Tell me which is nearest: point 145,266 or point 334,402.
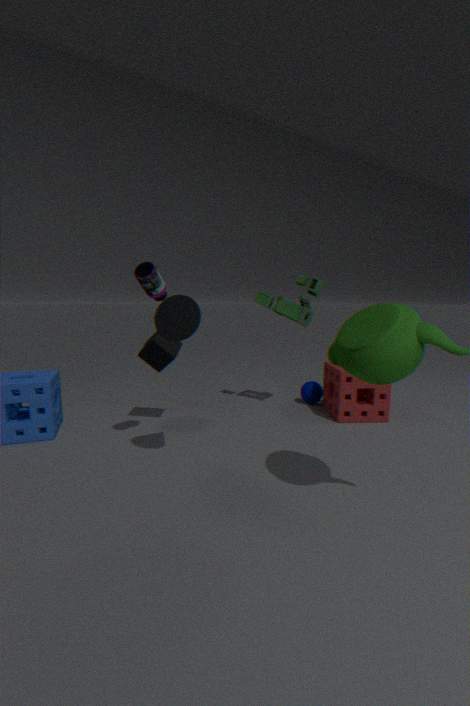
point 145,266
